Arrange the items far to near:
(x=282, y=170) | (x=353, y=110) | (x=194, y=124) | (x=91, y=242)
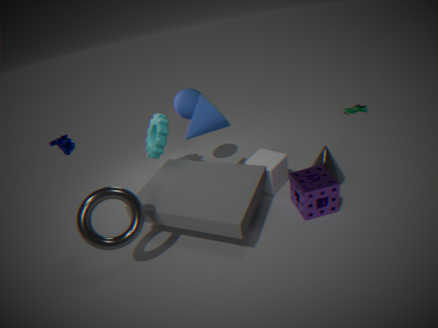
(x=353, y=110) < (x=282, y=170) < (x=194, y=124) < (x=91, y=242)
